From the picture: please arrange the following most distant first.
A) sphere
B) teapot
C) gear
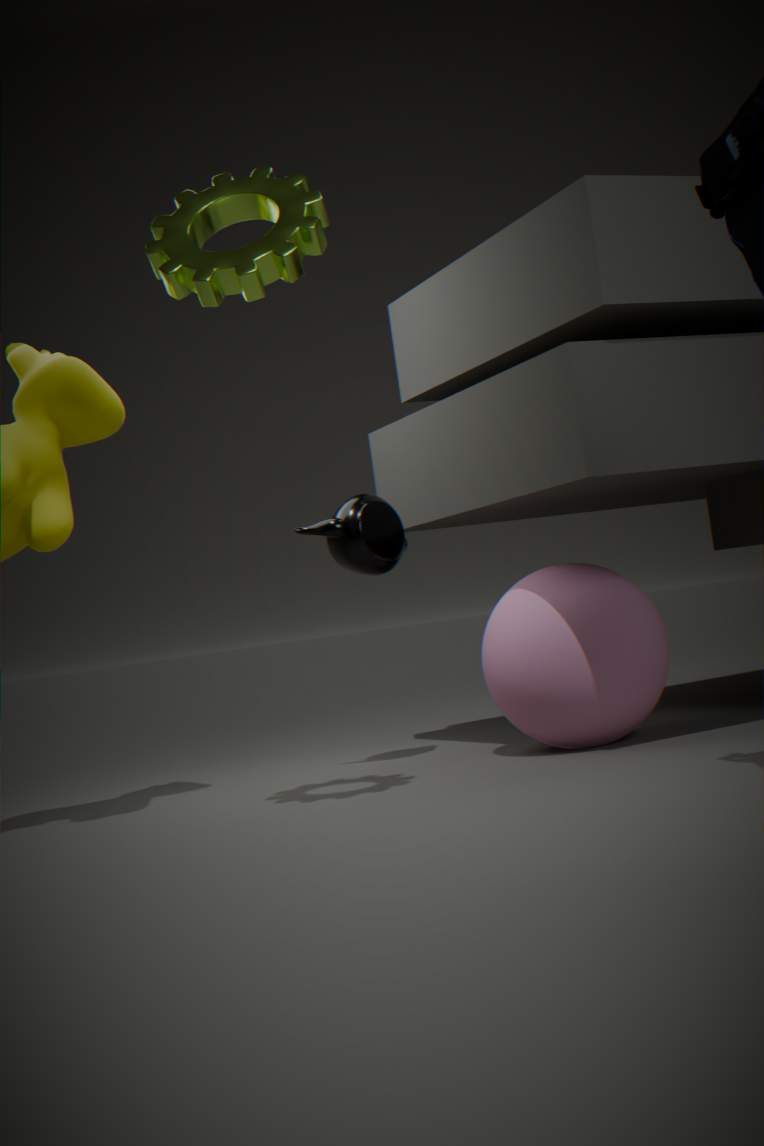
teapot, sphere, gear
